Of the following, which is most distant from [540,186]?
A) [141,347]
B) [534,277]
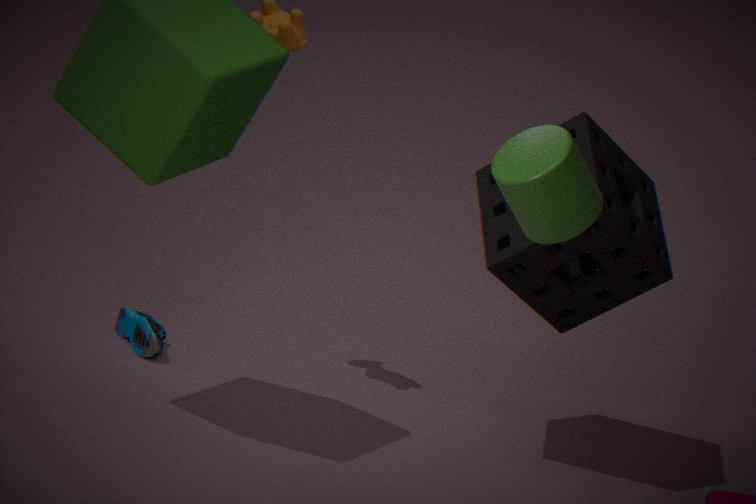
[141,347]
